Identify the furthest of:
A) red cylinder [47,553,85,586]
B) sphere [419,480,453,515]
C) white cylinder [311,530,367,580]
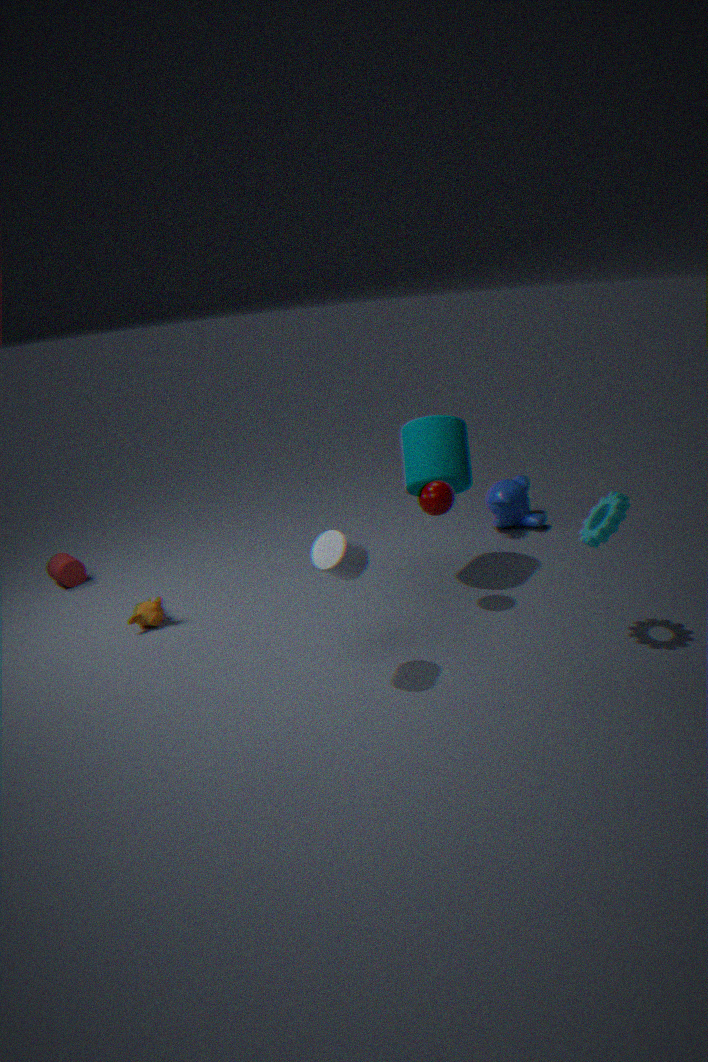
red cylinder [47,553,85,586]
